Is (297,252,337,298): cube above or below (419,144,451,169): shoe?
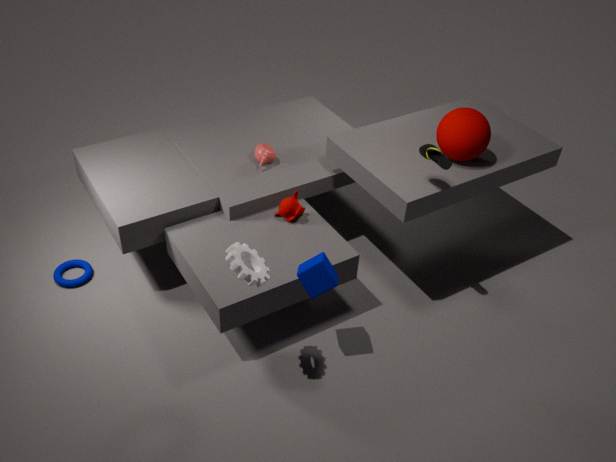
below
